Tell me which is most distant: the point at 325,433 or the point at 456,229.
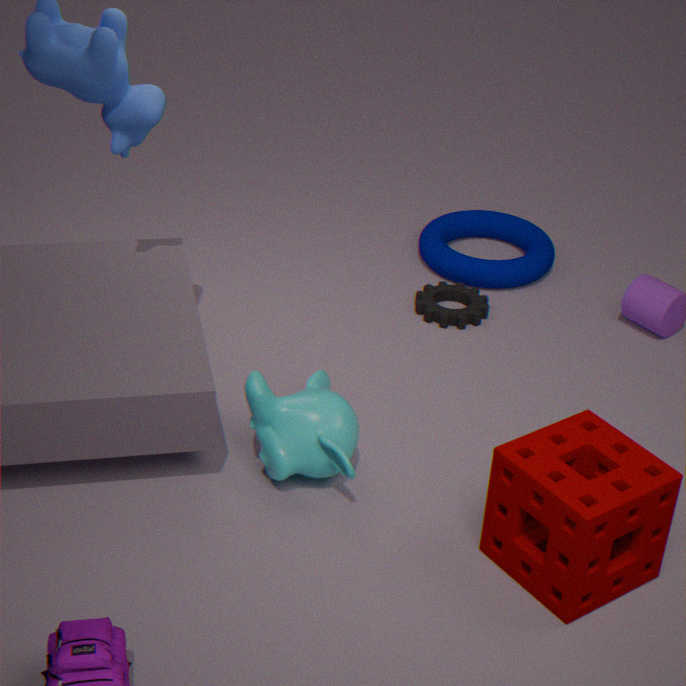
the point at 456,229
